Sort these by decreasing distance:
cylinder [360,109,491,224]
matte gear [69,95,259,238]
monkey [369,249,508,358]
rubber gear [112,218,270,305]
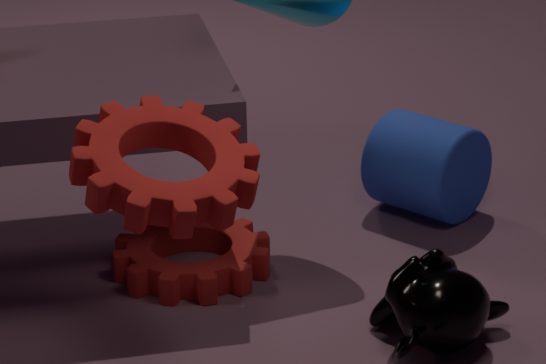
cylinder [360,109,491,224]
rubber gear [112,218,270,305]
monkey [369,249,508,358]
matte gear [69,95,259,238]
